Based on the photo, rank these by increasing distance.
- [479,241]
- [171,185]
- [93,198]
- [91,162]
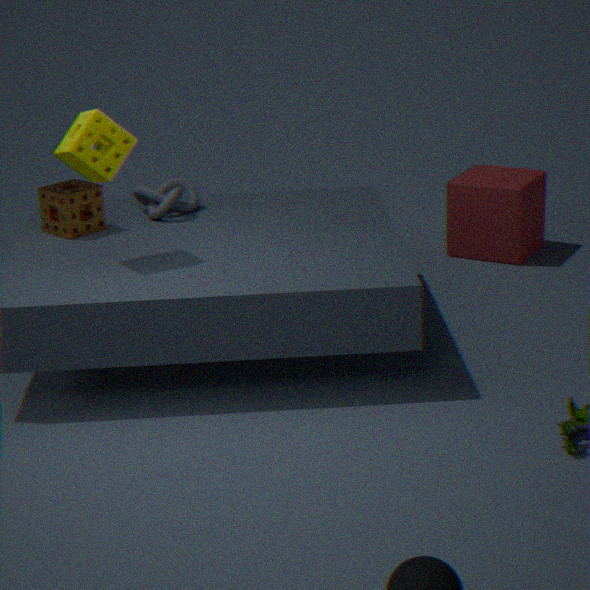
[91,162] → [93,198] → [171,185] → [479,241]
